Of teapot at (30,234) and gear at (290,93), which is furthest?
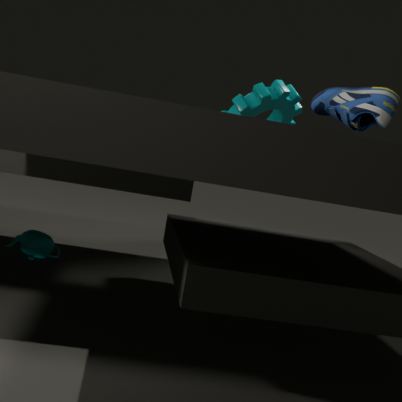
gear at (290,93)
